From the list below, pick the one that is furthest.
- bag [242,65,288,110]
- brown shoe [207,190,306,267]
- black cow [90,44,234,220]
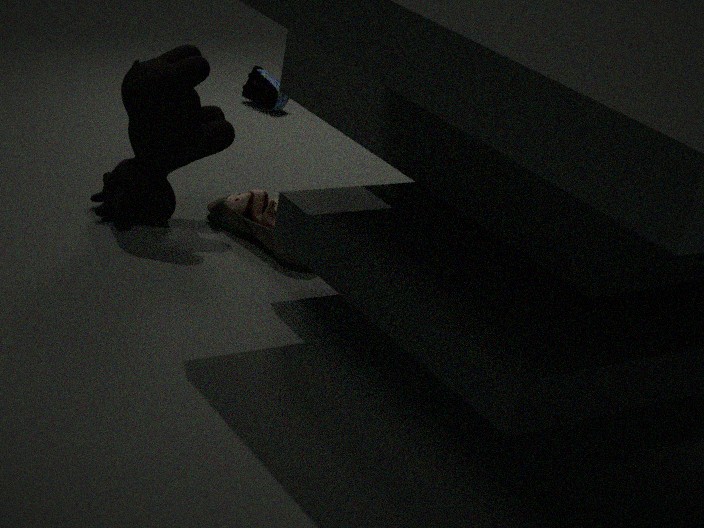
bag [242,65,288,110]
